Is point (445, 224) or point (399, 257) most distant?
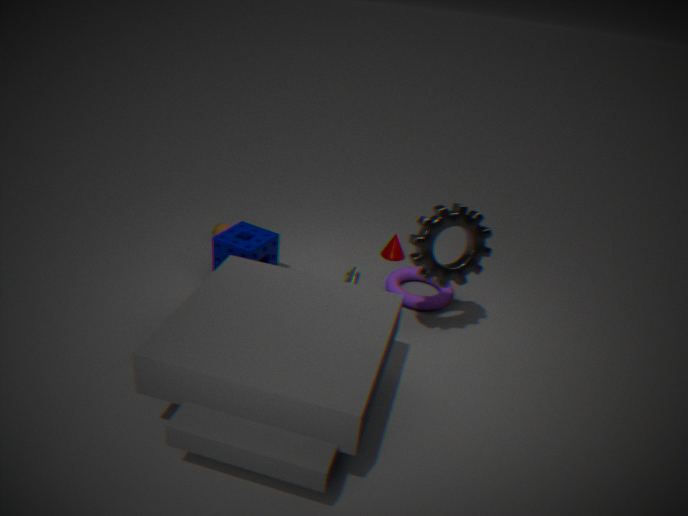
point (399, 257)
